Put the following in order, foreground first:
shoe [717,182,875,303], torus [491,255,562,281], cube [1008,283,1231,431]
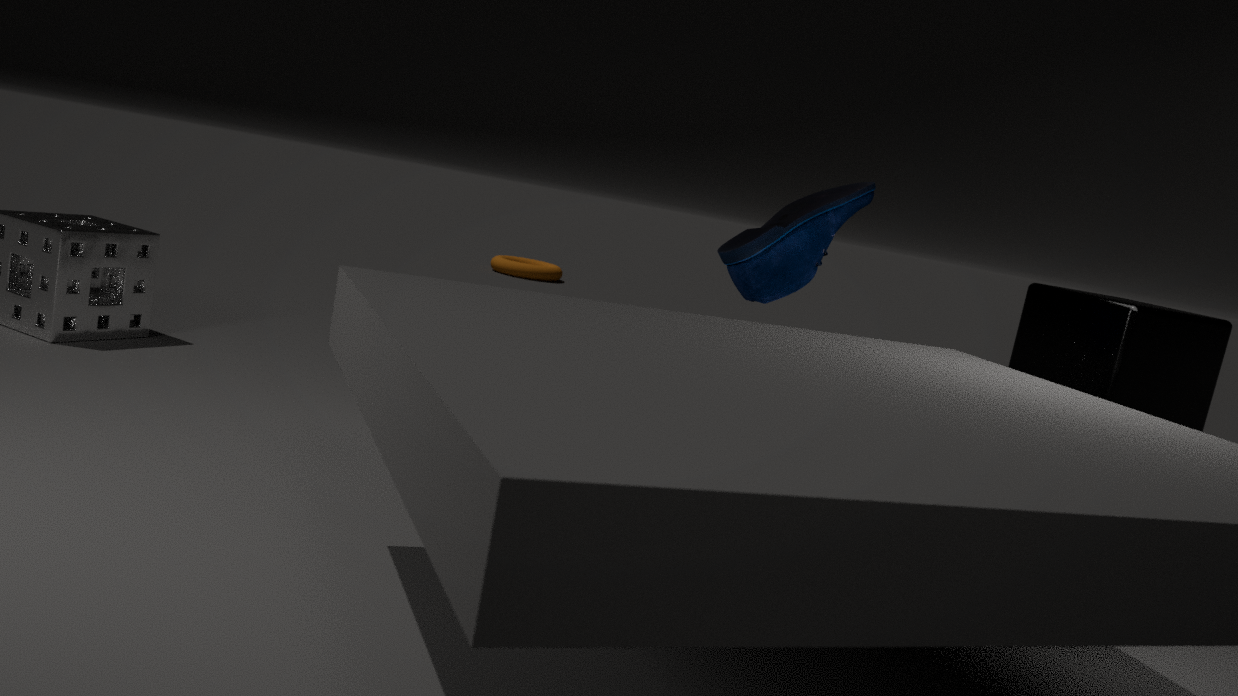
cube [1008,283,1231,431] → shoe [717,182,875,303] → torus [491,255,562,281]
